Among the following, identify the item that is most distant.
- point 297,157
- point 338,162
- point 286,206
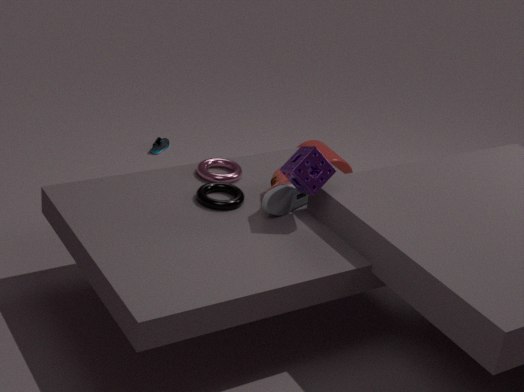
point 338,162
